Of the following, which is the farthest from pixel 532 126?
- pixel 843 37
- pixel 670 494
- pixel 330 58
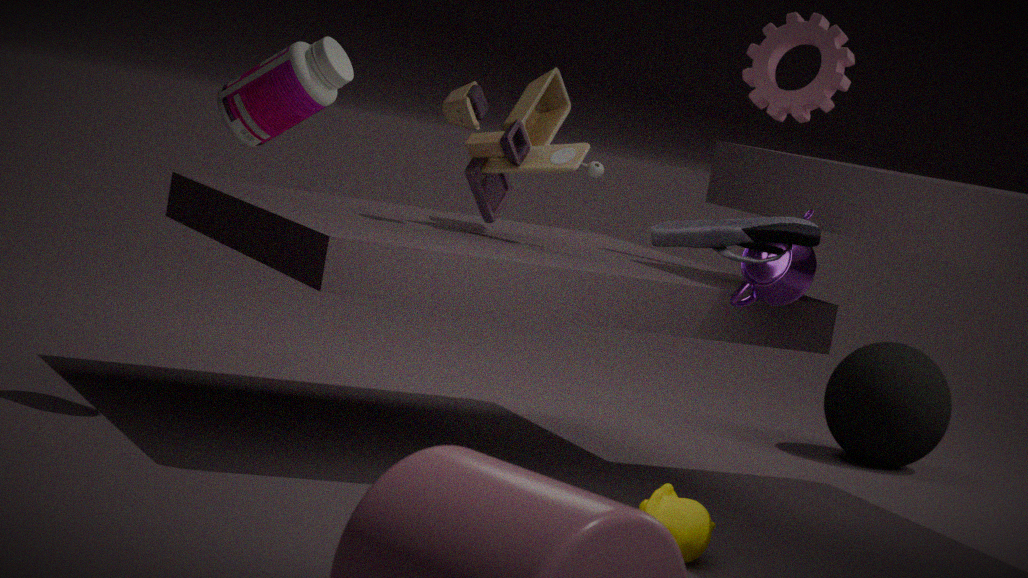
pixel 670 494
